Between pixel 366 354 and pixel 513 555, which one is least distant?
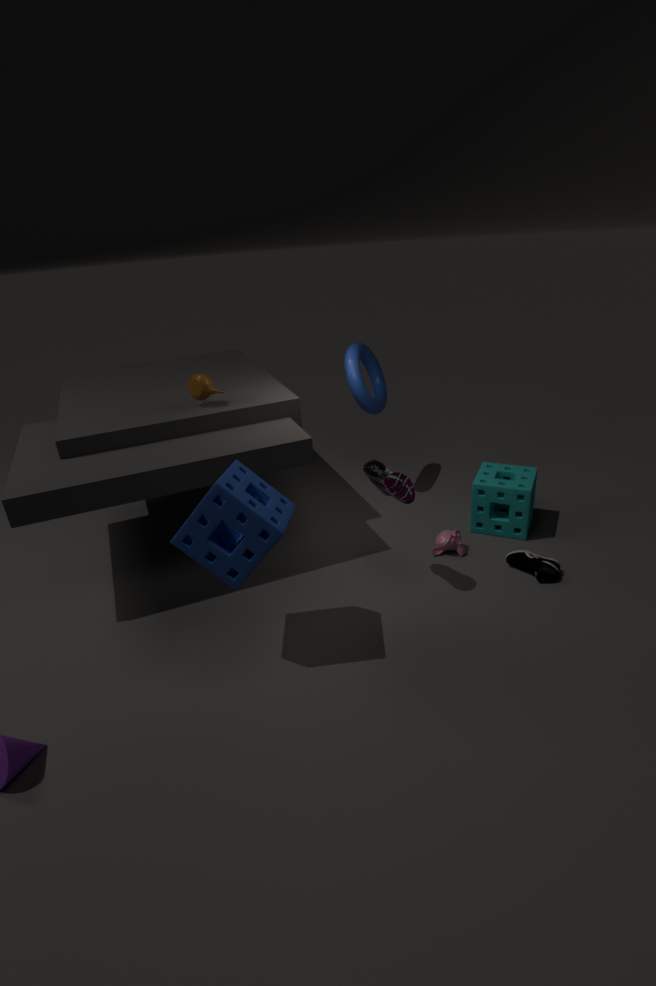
pixel 513 555
